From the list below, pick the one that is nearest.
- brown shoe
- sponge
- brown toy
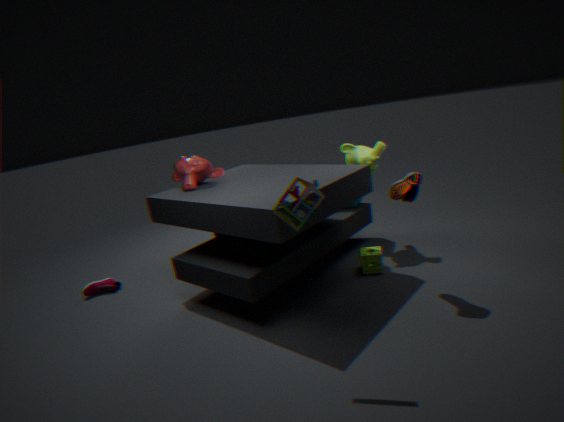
brown toy
